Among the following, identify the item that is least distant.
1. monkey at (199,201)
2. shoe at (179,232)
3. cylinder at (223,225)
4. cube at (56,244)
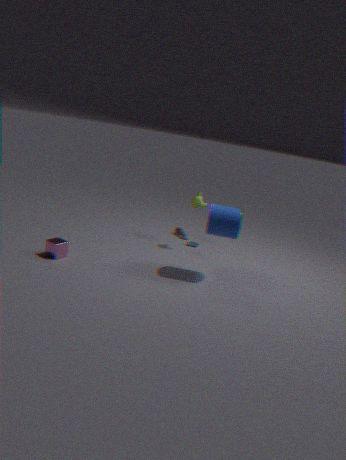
cylinder at (223,225)
